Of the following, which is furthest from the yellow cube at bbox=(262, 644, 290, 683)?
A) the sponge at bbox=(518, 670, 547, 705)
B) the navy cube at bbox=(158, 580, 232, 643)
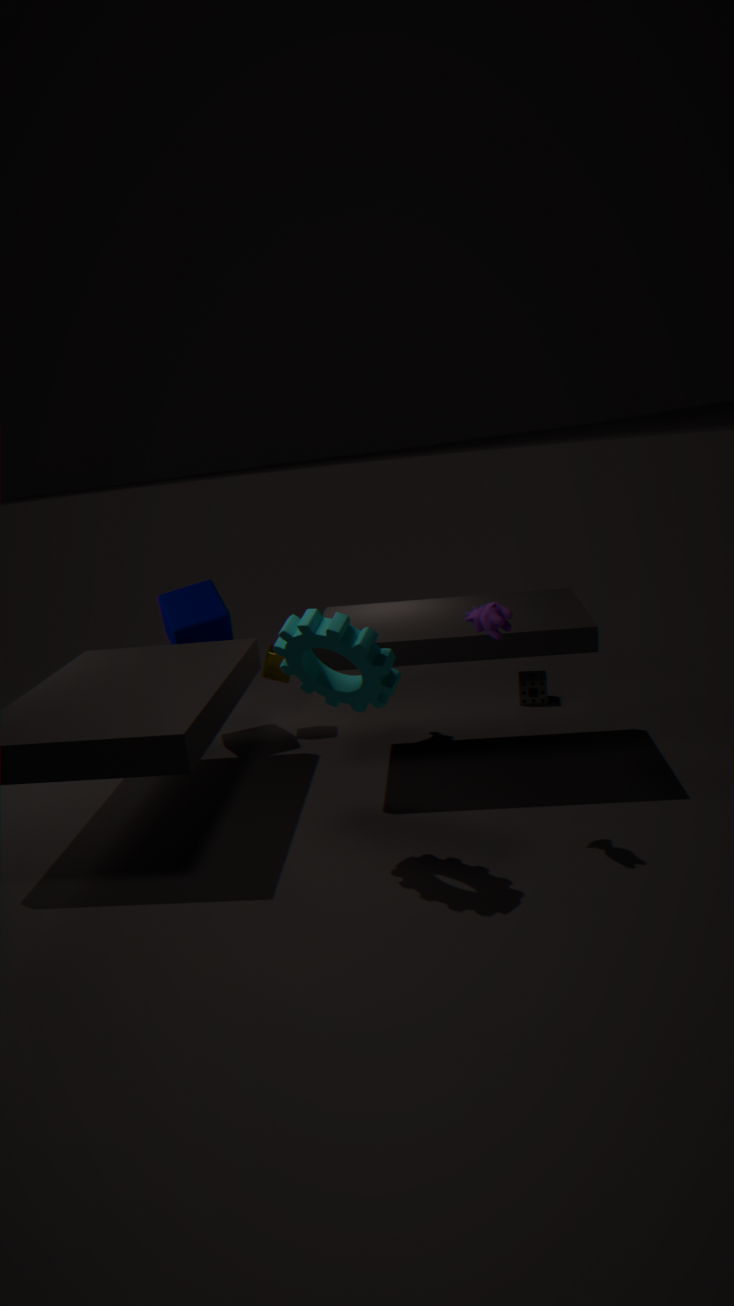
the sponge at bbox=(518, 670, 547, 705)
